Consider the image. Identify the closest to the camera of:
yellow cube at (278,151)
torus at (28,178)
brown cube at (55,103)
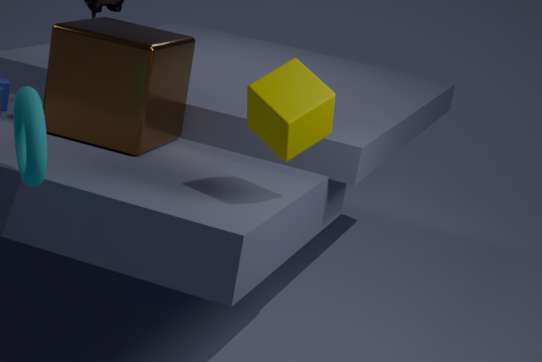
torus at (28,178)
